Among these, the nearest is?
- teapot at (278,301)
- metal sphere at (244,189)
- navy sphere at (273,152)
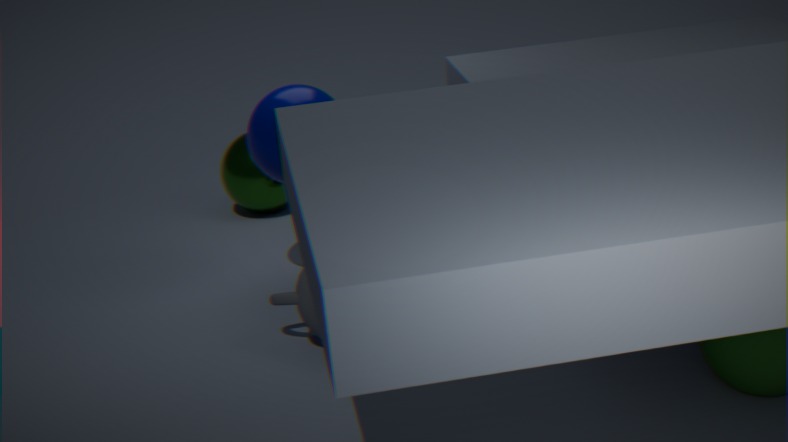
teapot at (278,301)
